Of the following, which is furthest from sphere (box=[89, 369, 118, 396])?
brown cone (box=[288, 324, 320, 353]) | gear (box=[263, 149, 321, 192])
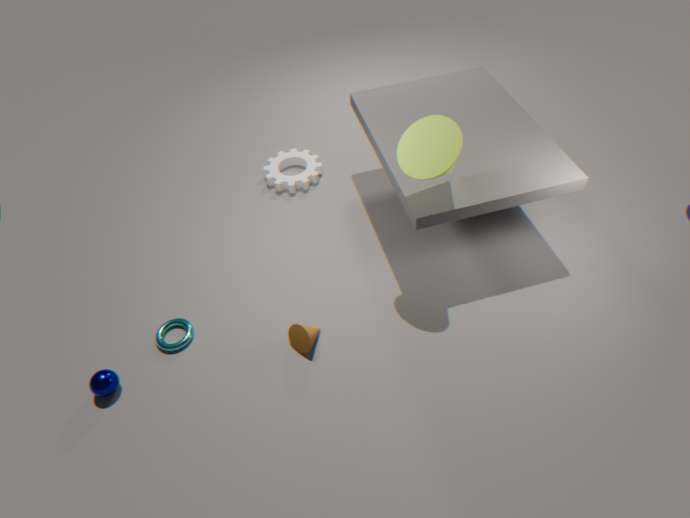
gear (box=[263, 149, 321, 192])
